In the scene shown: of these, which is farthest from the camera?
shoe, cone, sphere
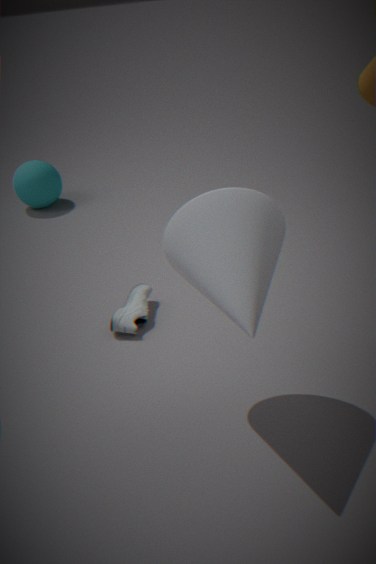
sphere
